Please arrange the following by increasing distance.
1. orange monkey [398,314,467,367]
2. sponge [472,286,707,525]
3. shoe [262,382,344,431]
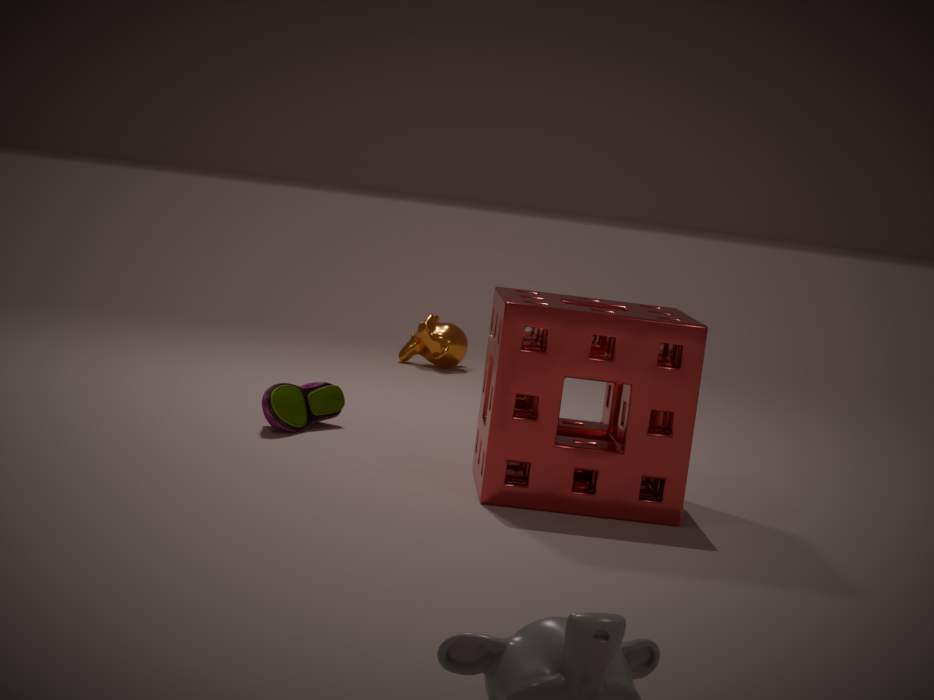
sponge [472,286,707,525] < shoe [262,382,344,431] < orange monkey [398,314,467,367]
